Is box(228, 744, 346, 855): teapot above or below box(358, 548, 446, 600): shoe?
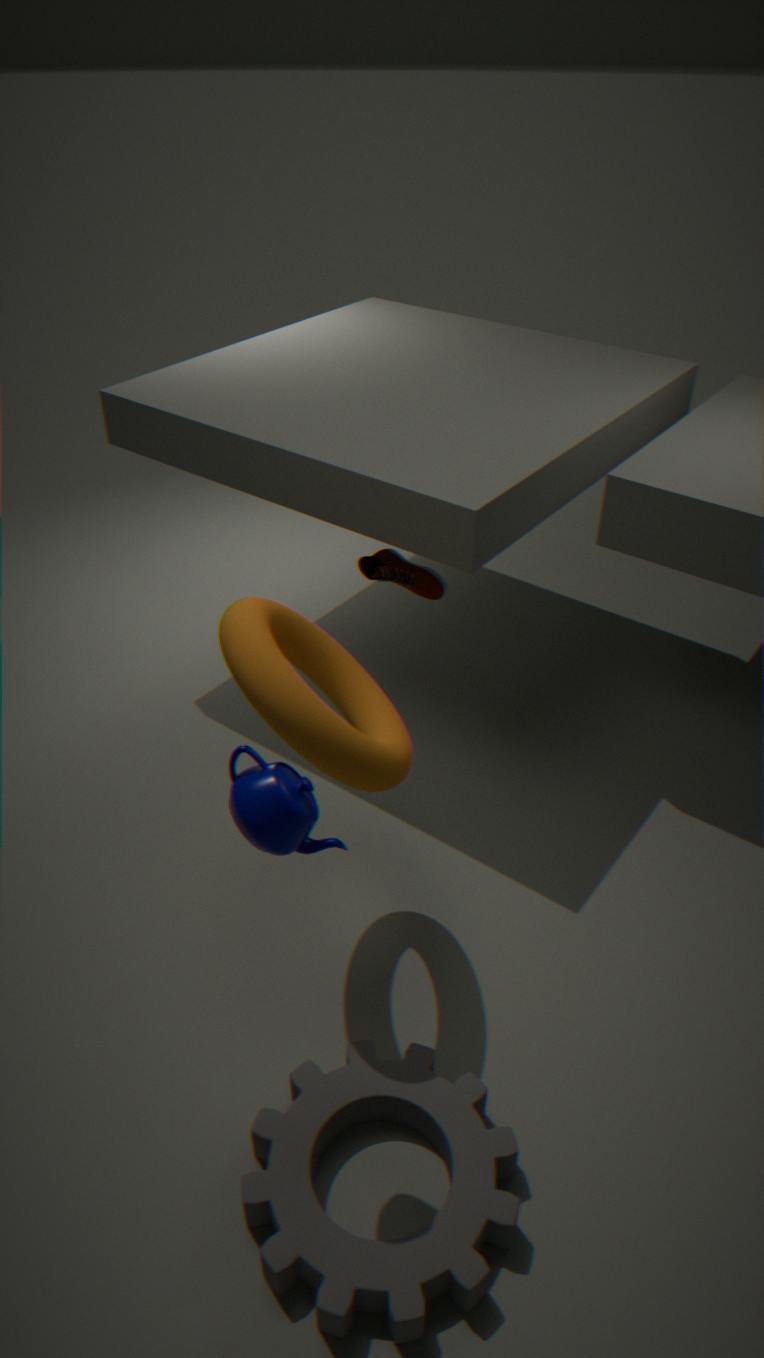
above
